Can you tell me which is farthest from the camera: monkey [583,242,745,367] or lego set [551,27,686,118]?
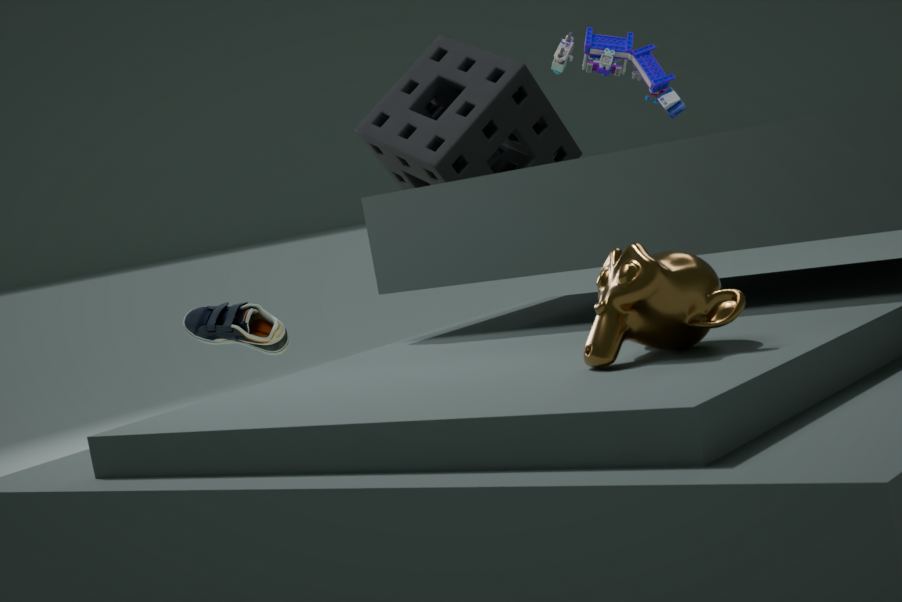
lego set [551,27,686,118]
